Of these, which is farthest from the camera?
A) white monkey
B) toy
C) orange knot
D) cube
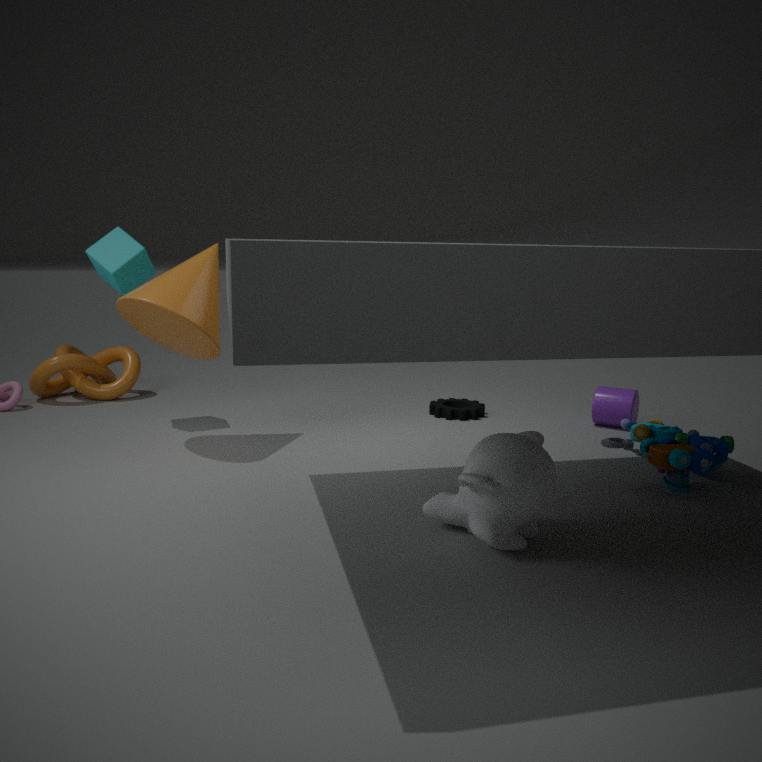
orange knot
